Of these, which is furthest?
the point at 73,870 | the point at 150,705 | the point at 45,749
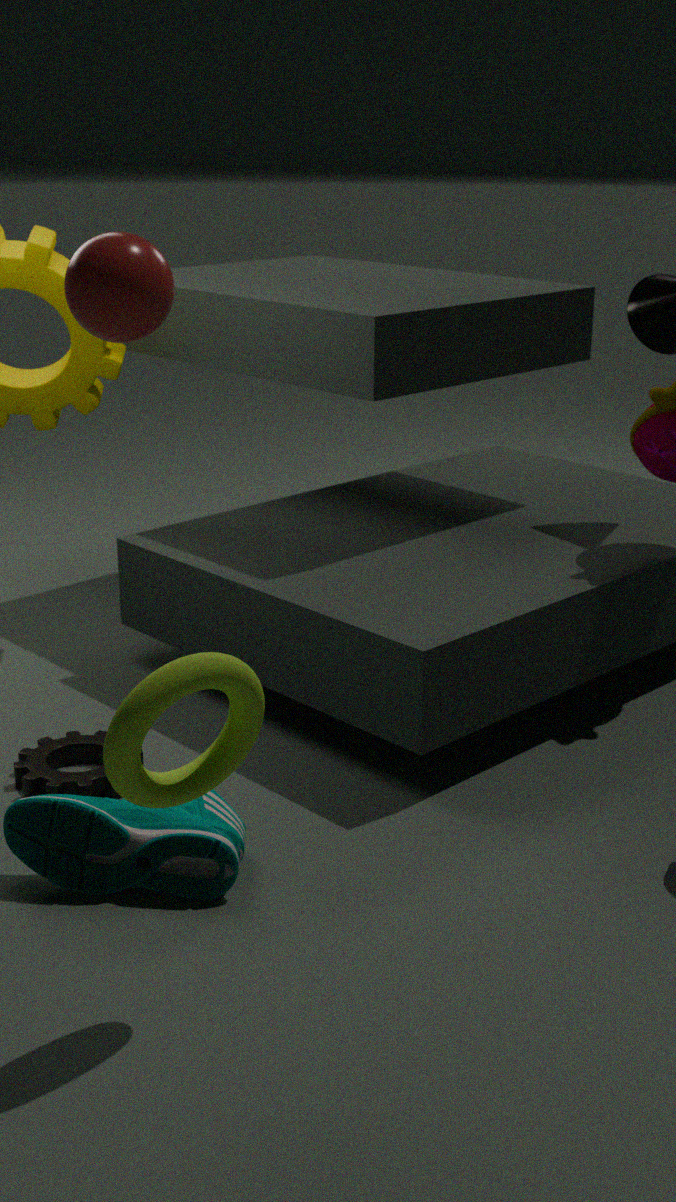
the point at 45,749
